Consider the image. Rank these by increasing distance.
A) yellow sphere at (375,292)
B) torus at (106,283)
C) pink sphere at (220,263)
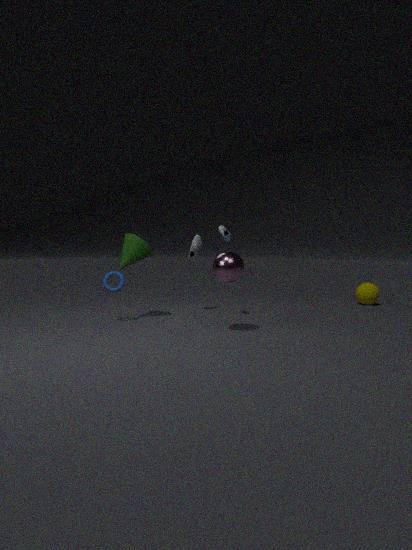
pink sphere at (220,263) < torus at (106,283) < yellow sphere at (375,292)
